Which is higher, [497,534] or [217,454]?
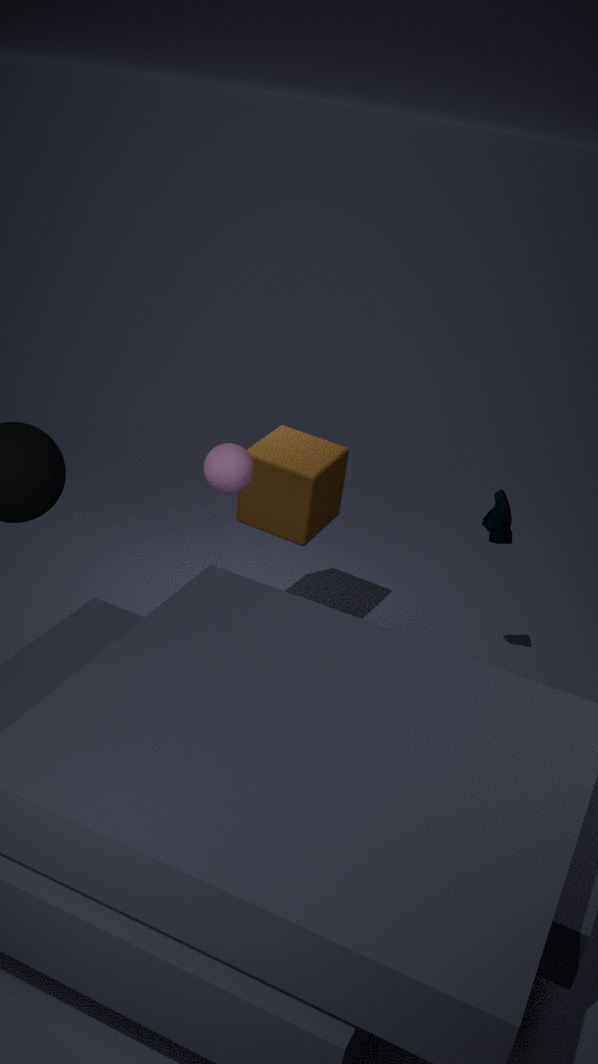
[217,454]
